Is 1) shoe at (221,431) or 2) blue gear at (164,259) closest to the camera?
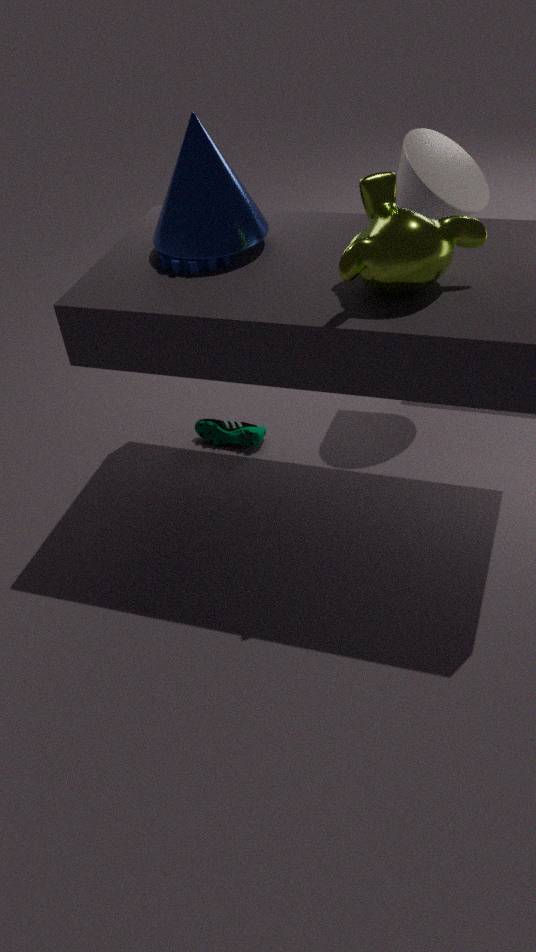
2. blue gear at (164,259)
